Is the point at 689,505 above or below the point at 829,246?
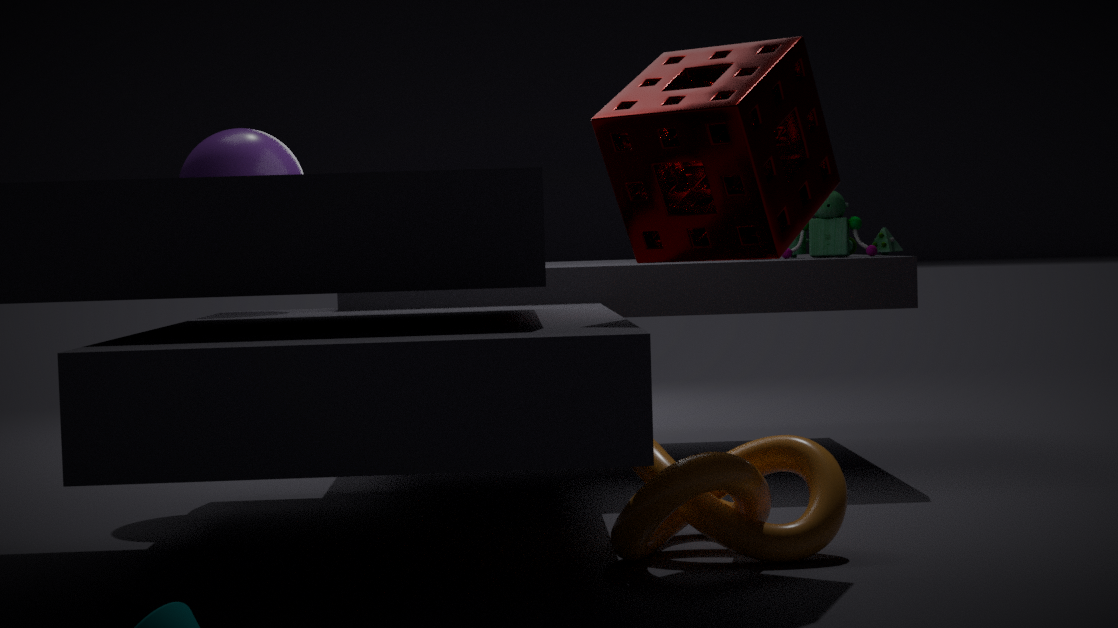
below
